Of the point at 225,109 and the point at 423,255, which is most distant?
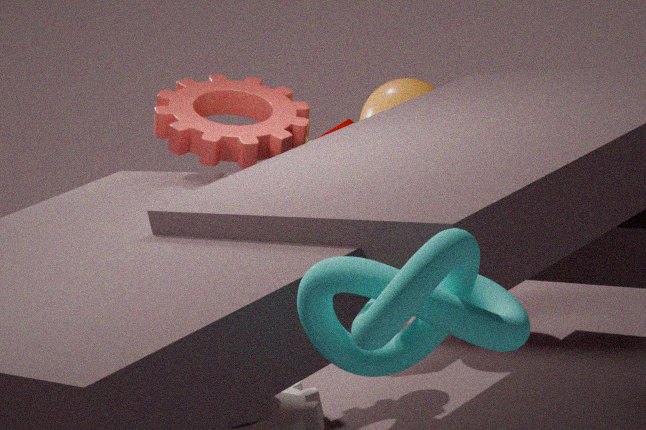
the point at 225,109
